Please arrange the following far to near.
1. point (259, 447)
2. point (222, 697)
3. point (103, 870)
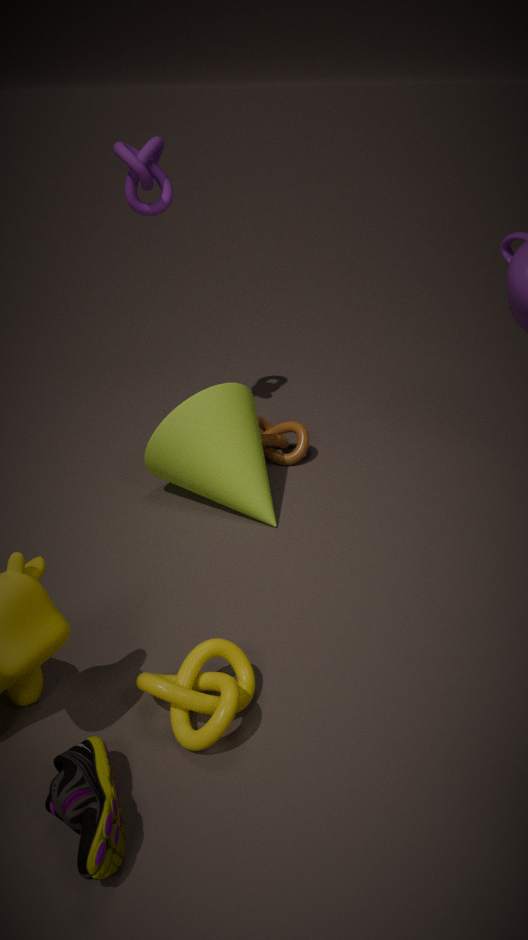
point (259, 447), point (222, 697), point (103, 870)
